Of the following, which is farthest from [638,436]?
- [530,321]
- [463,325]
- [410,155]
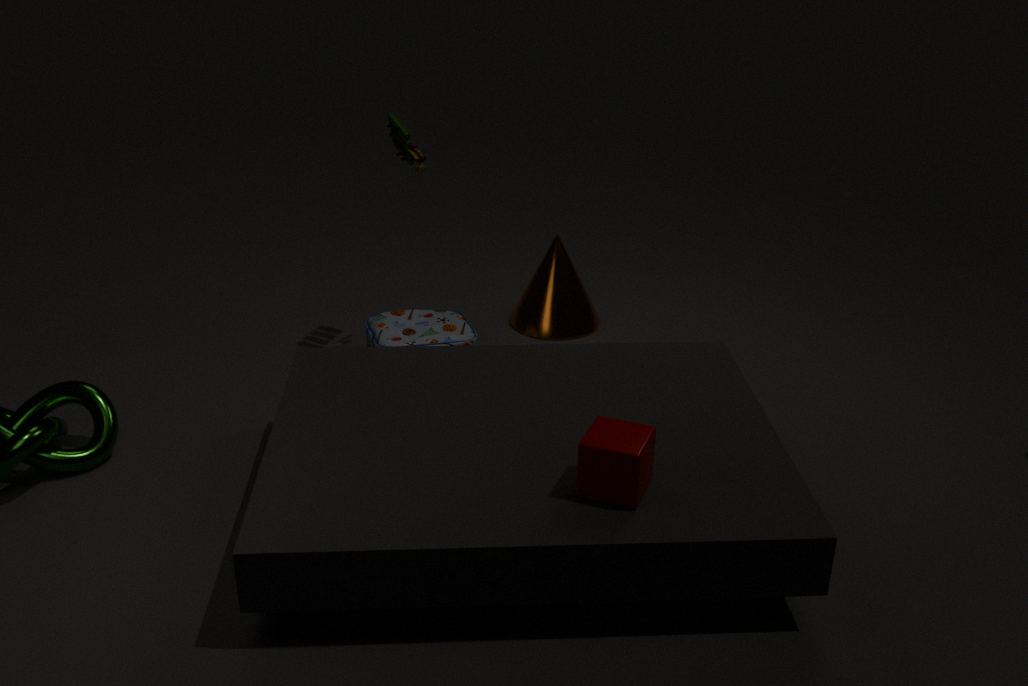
[530,321]
